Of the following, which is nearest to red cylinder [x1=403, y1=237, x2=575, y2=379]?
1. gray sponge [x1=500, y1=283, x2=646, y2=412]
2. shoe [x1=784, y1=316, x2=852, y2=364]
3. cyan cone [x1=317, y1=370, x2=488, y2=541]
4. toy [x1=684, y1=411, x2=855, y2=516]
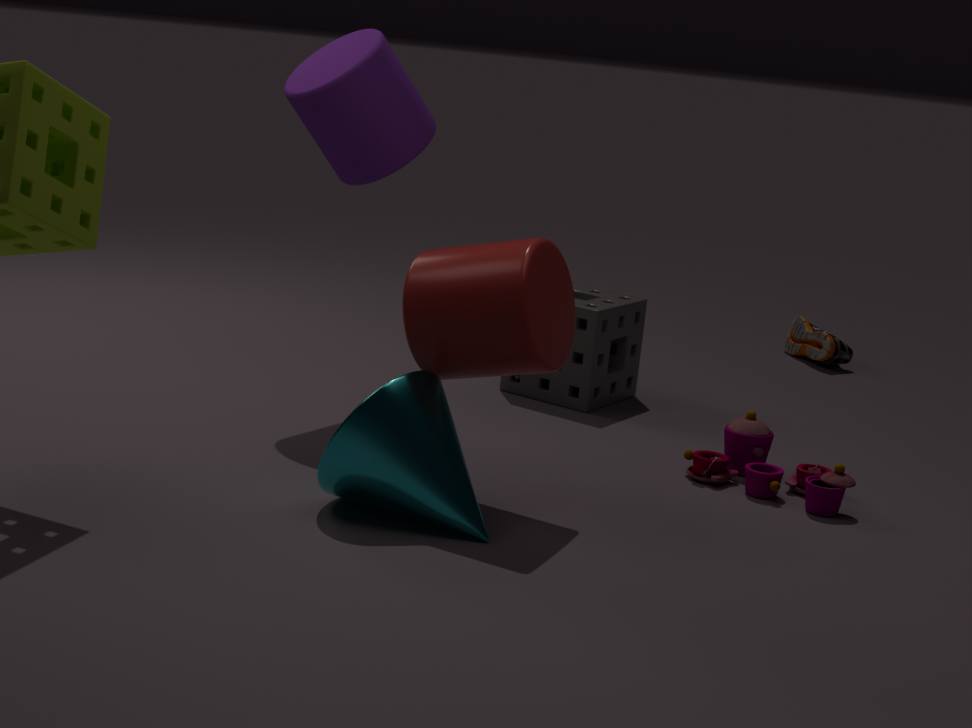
cyan cone [x1=317, y1=370, x2=488, y2=541]
